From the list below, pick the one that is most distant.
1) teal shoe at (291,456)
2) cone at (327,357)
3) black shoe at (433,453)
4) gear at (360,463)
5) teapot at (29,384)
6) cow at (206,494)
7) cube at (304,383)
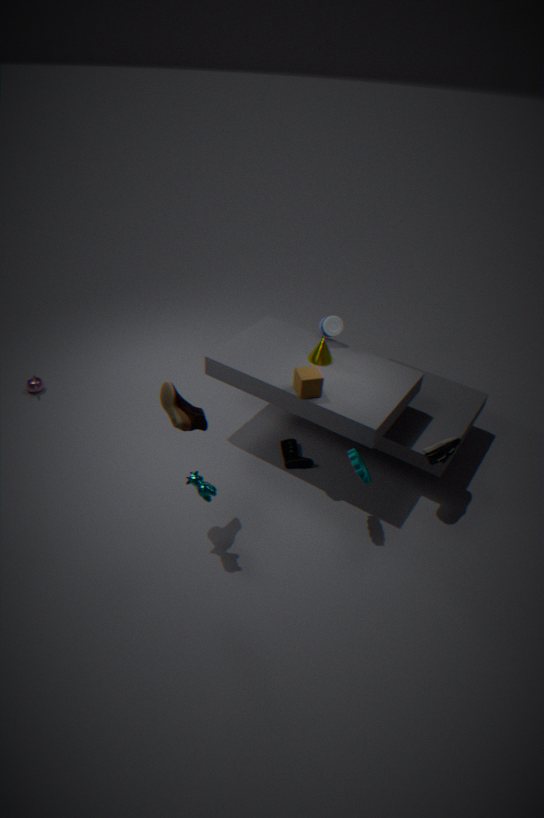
5. teapot at (29,384)
